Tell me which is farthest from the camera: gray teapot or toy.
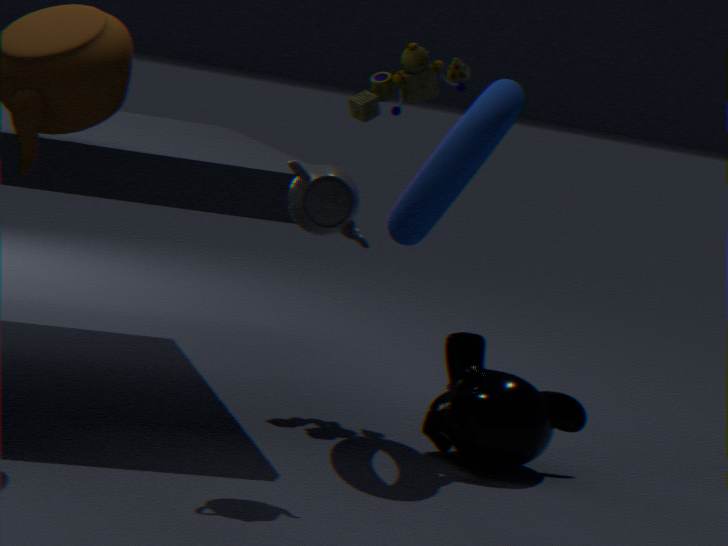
toy
